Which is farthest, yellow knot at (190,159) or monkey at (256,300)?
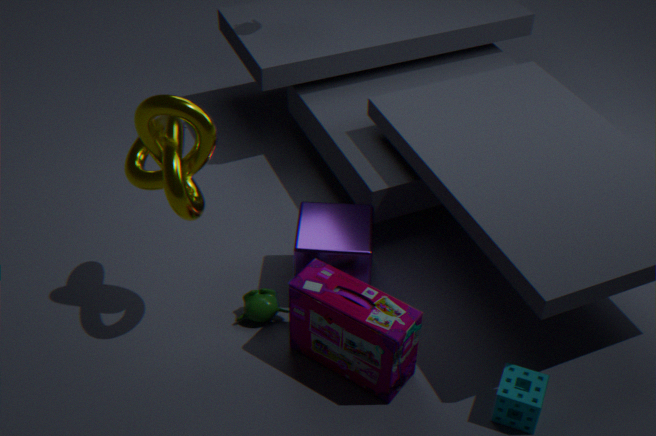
monkey at (256,300)
